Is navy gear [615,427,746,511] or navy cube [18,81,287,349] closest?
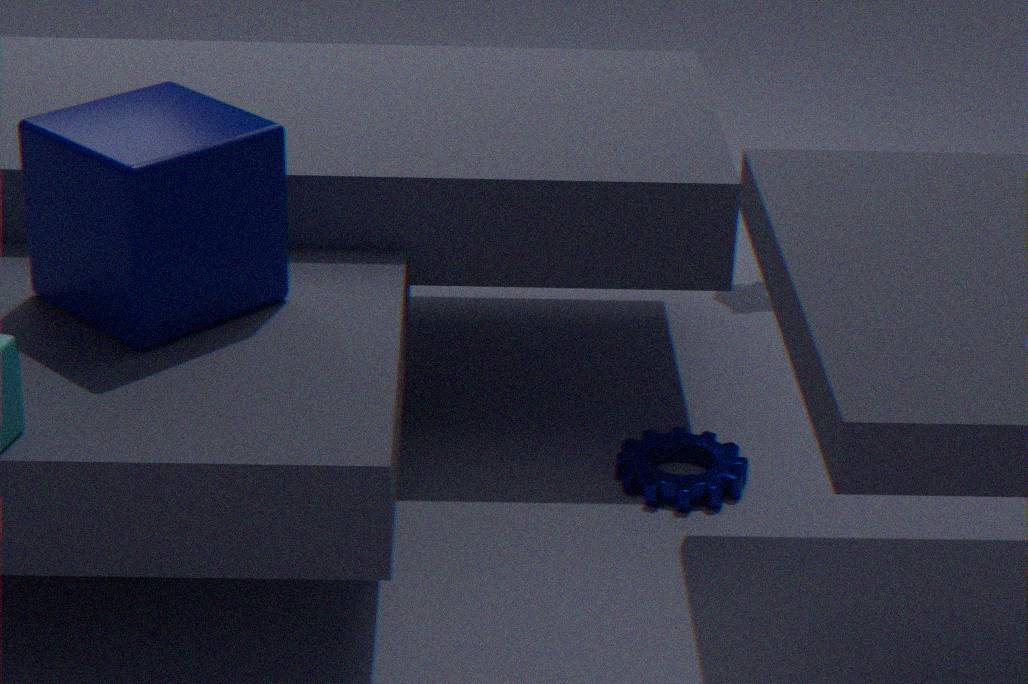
navy cube [18,81,287,349]
